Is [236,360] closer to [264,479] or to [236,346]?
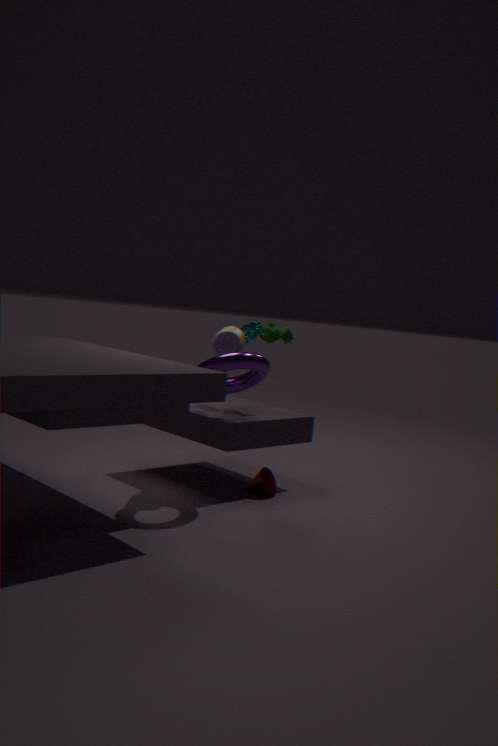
[236,346]
